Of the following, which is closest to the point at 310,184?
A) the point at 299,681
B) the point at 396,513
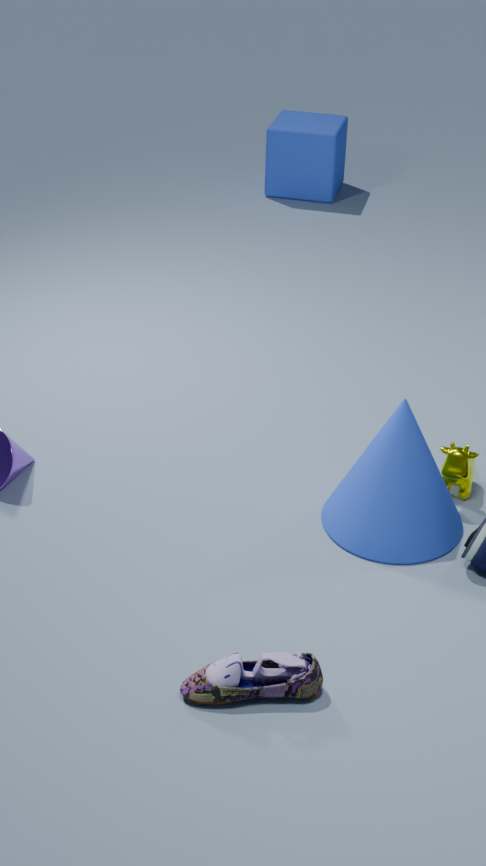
the point at 396,513
